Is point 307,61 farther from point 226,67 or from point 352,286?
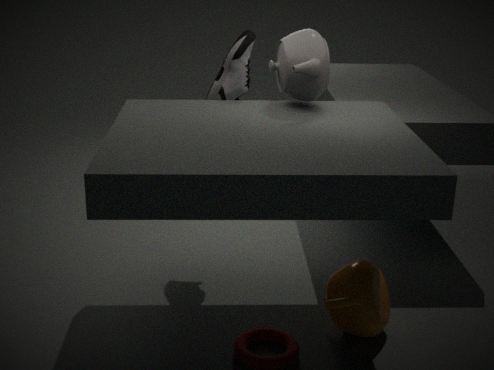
point 352,286
